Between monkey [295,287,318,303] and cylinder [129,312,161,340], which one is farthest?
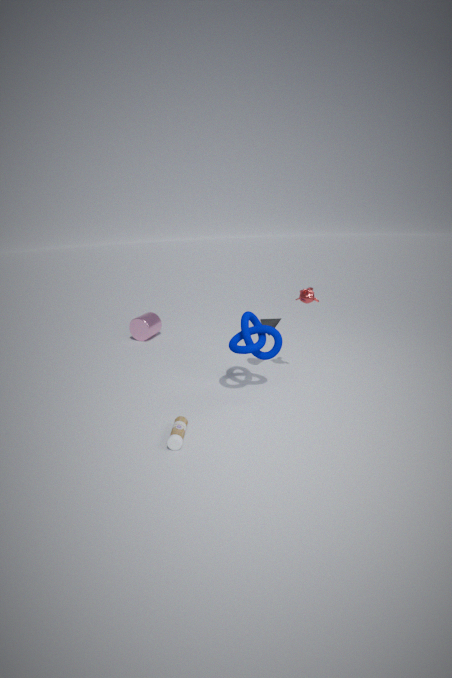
cylinder [129,312,161,340]
